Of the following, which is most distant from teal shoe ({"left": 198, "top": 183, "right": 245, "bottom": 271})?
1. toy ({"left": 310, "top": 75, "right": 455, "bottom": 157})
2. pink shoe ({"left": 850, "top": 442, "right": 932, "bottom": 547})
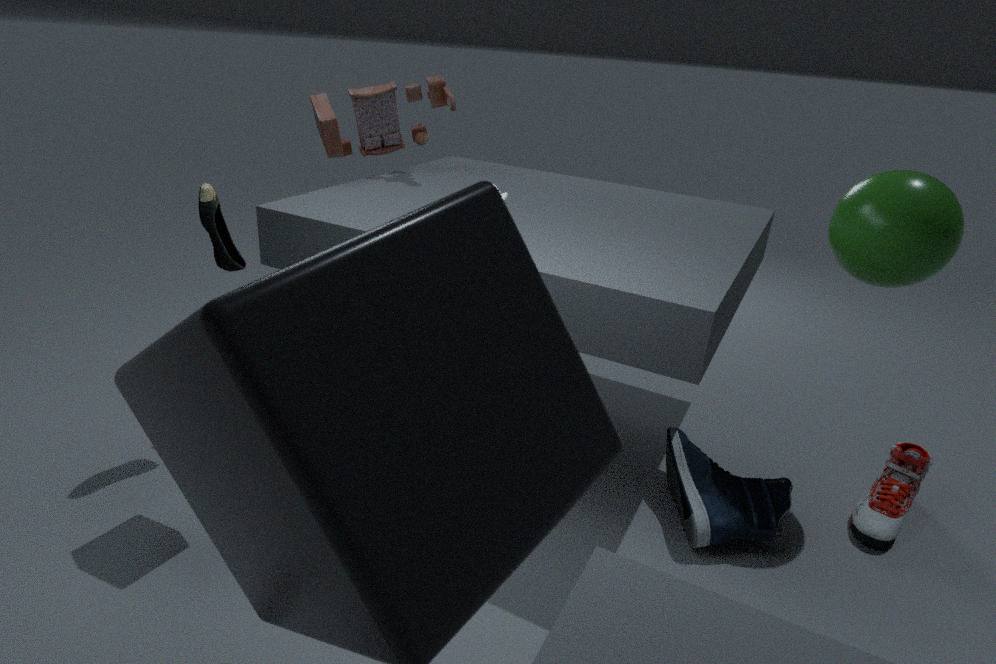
pink shoe ({"left": 850, "top": 442, "right": 932, "bottom": 547})
